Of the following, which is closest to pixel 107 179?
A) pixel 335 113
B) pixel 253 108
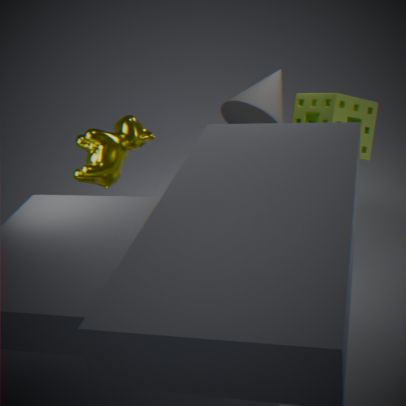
pixel 253 108
